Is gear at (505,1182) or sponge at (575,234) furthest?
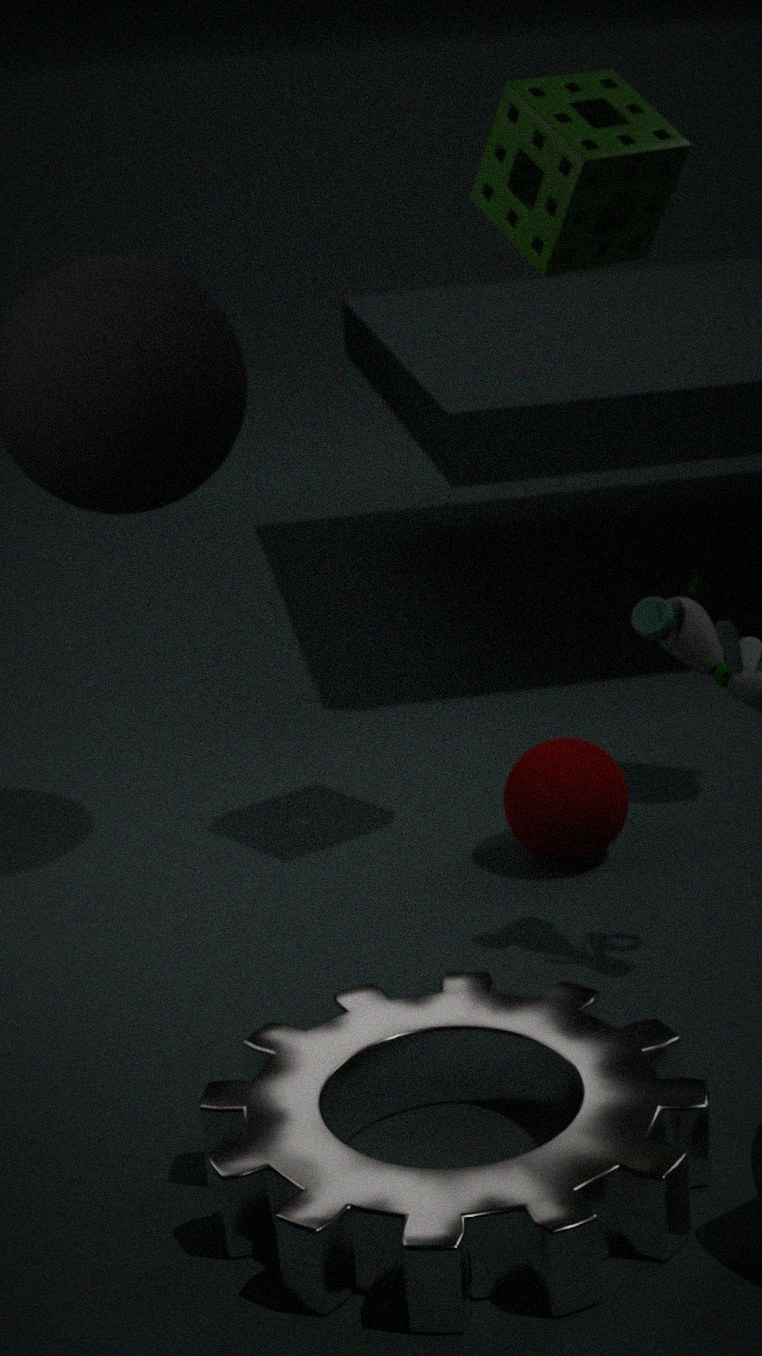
sponge at (575,234)
